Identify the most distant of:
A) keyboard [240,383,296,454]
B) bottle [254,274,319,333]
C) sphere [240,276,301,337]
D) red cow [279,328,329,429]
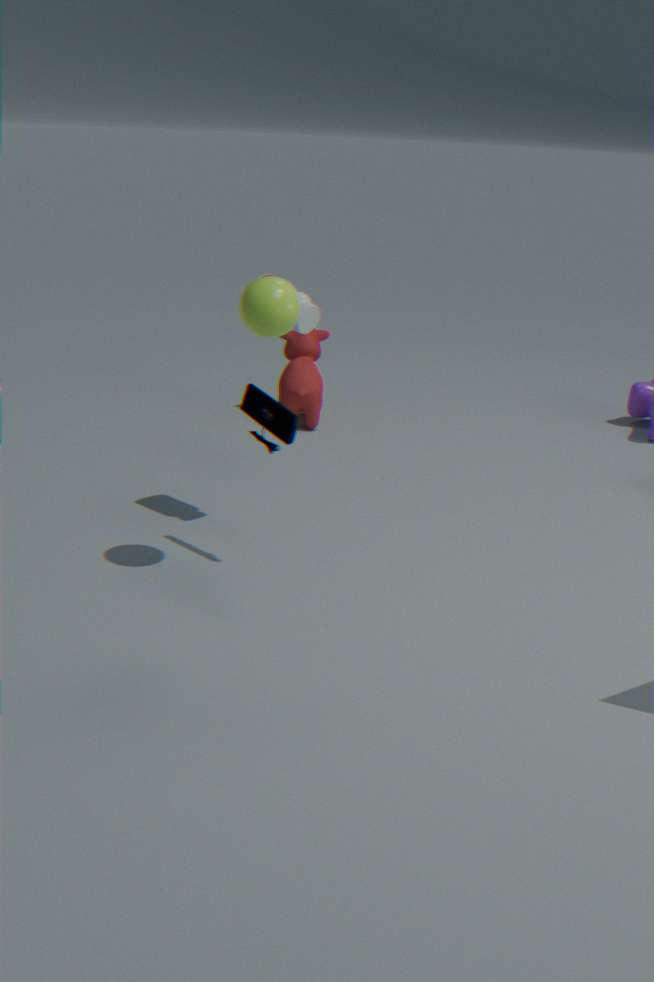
red cow [279,328,329,429]
